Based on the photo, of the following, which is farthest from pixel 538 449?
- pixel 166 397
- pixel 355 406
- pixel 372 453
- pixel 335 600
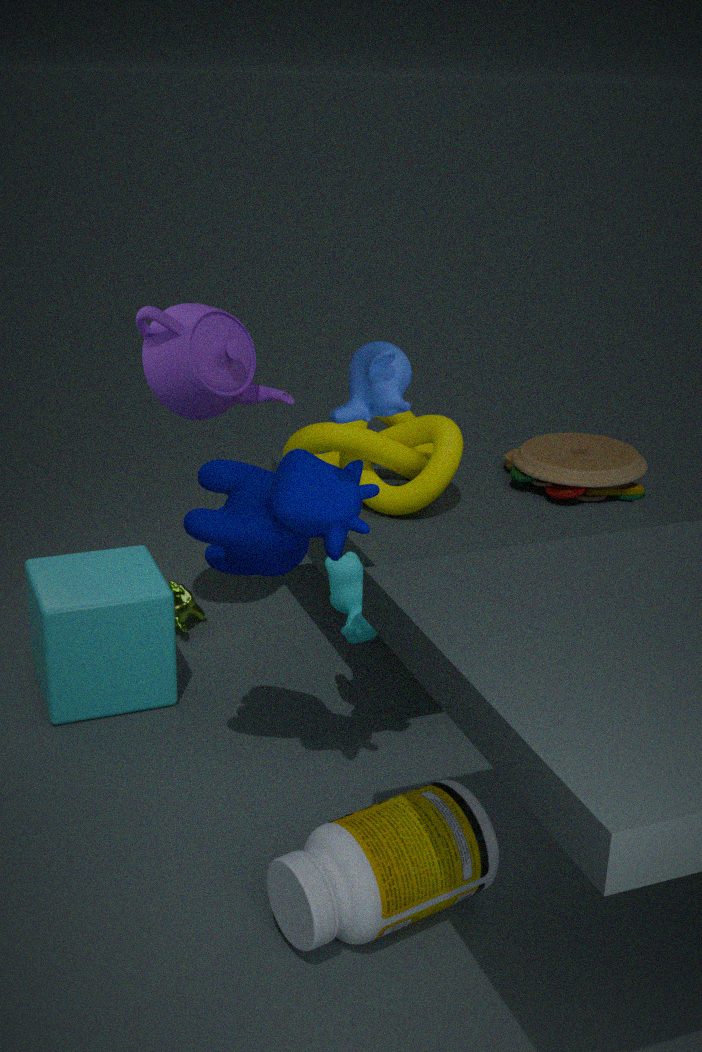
pixel 355 406
